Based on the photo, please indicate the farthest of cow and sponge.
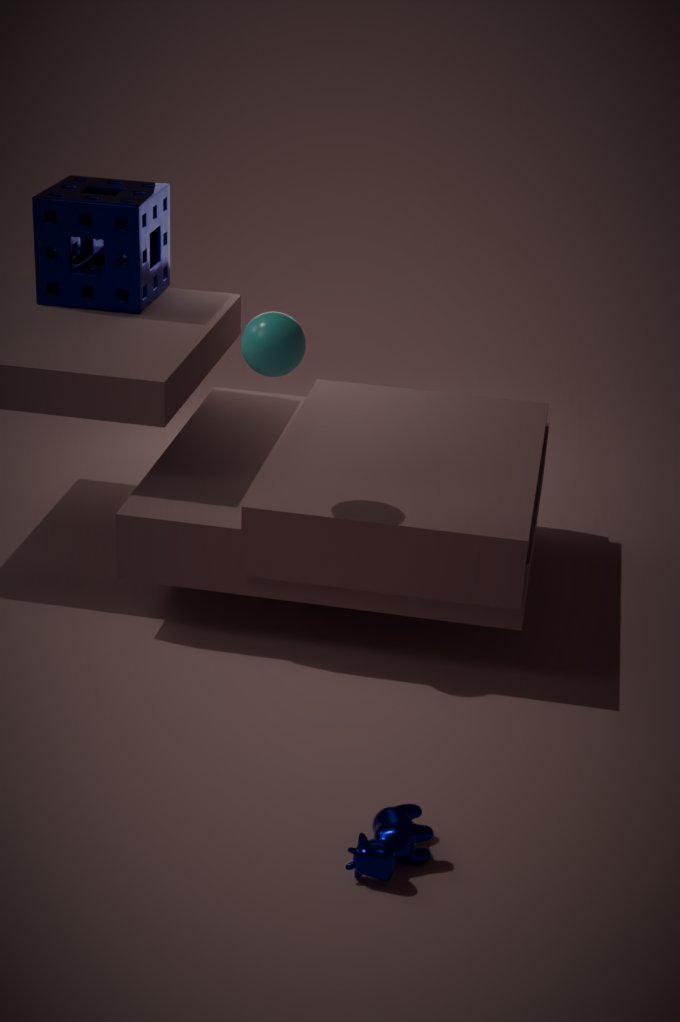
sponge
